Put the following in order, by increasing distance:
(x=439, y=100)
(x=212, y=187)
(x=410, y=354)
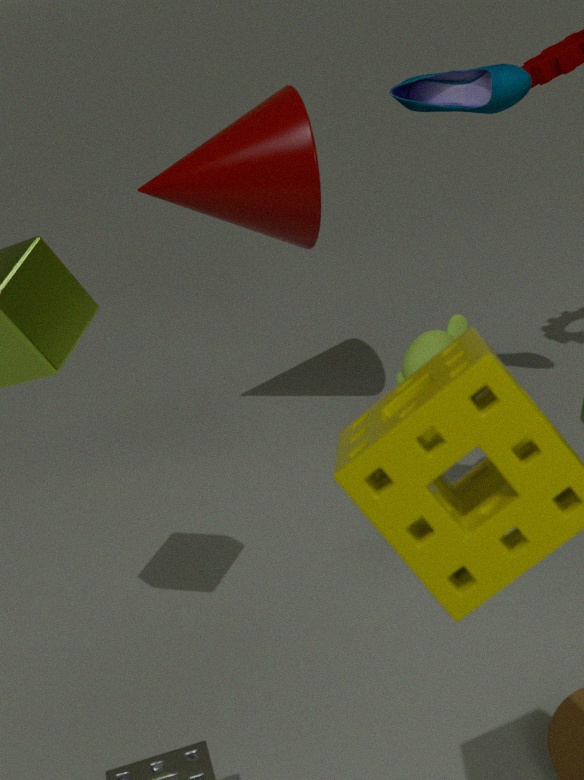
(x=410, y=354)
(x=439, y=100)
(x=212, y=187)
